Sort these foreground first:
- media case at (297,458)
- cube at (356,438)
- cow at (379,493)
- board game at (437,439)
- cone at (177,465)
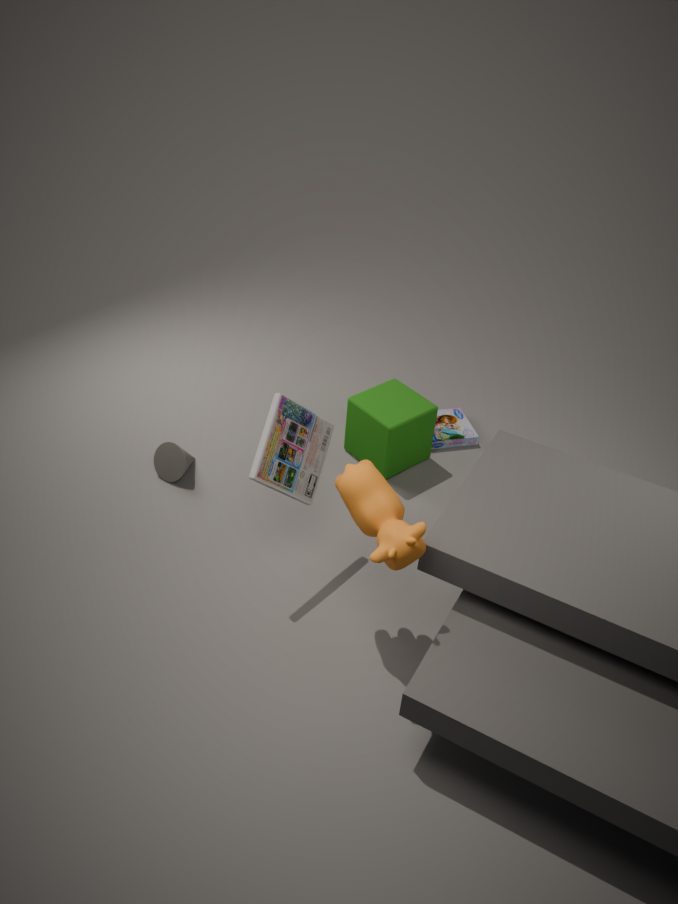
cow at (379,493) → media case at (297,458) → cone at (177,465) → cube at (356,438) → board game at (437,439)
